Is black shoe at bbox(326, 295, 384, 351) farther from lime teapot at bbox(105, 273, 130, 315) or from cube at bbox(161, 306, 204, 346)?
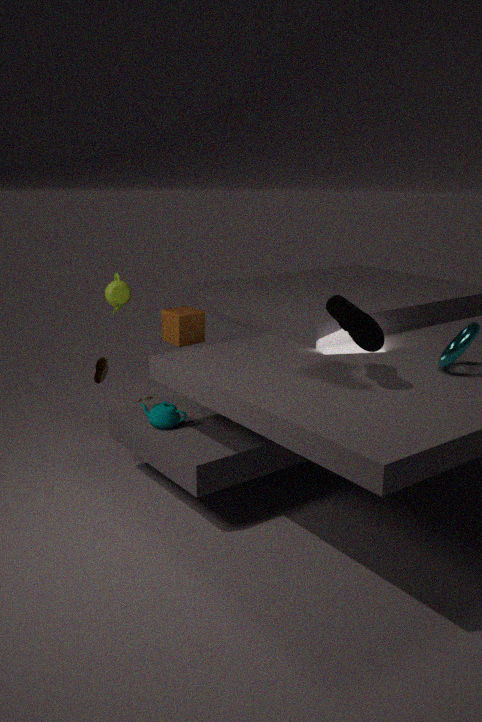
lime teapot at bbox(105, 273, 130, 315)
